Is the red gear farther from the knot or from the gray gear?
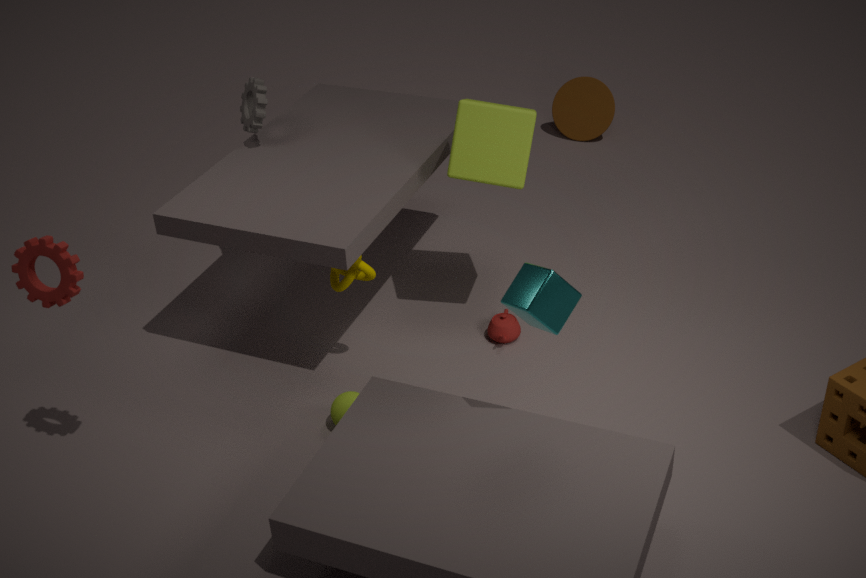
the gray gear
